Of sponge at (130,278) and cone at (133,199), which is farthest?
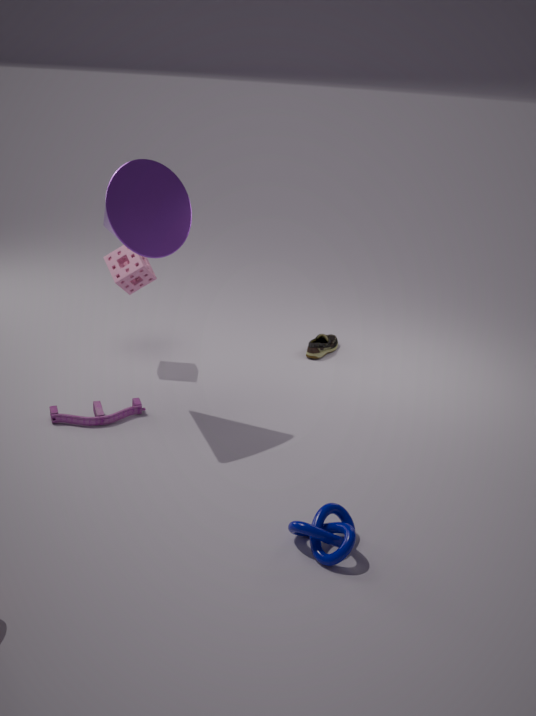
sponge at (130,278)
